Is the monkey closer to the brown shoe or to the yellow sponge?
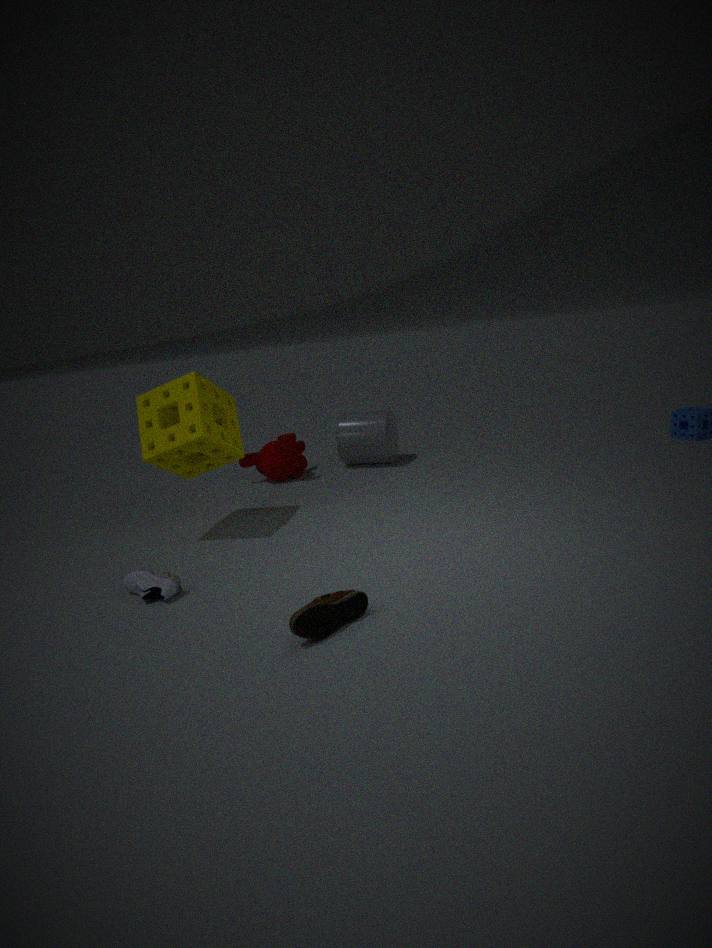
the yellow sponge
